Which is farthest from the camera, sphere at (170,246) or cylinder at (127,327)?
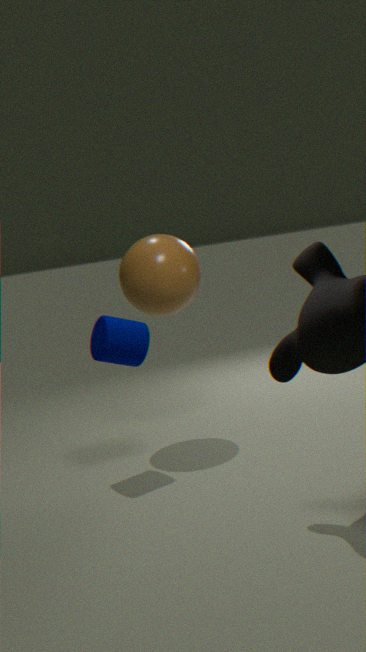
sphere at (170,246)
